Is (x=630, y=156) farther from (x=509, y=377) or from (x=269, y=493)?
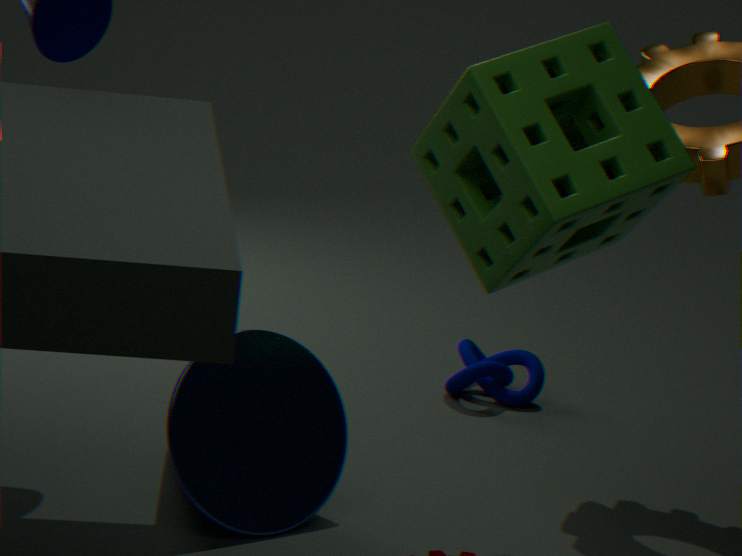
(x=509, y=377)
